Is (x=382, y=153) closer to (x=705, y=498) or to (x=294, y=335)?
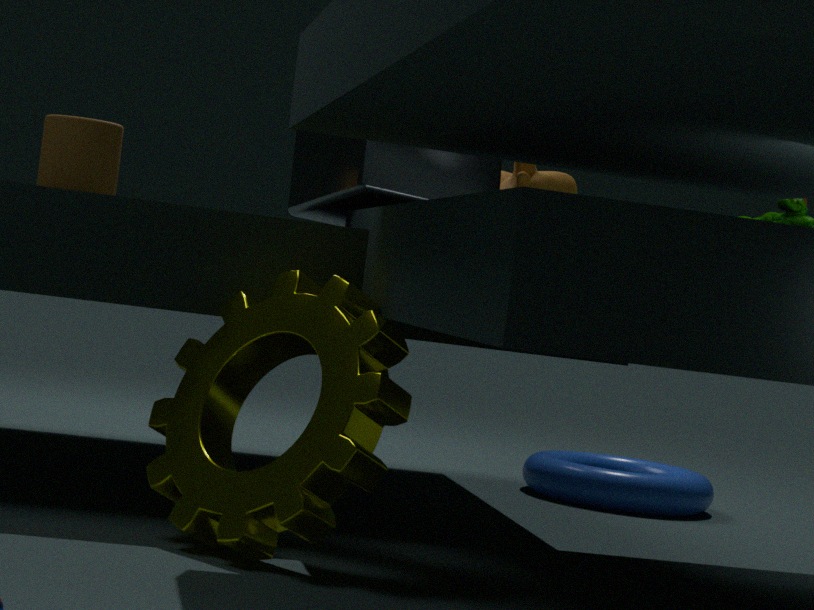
(x=294, y=335)
